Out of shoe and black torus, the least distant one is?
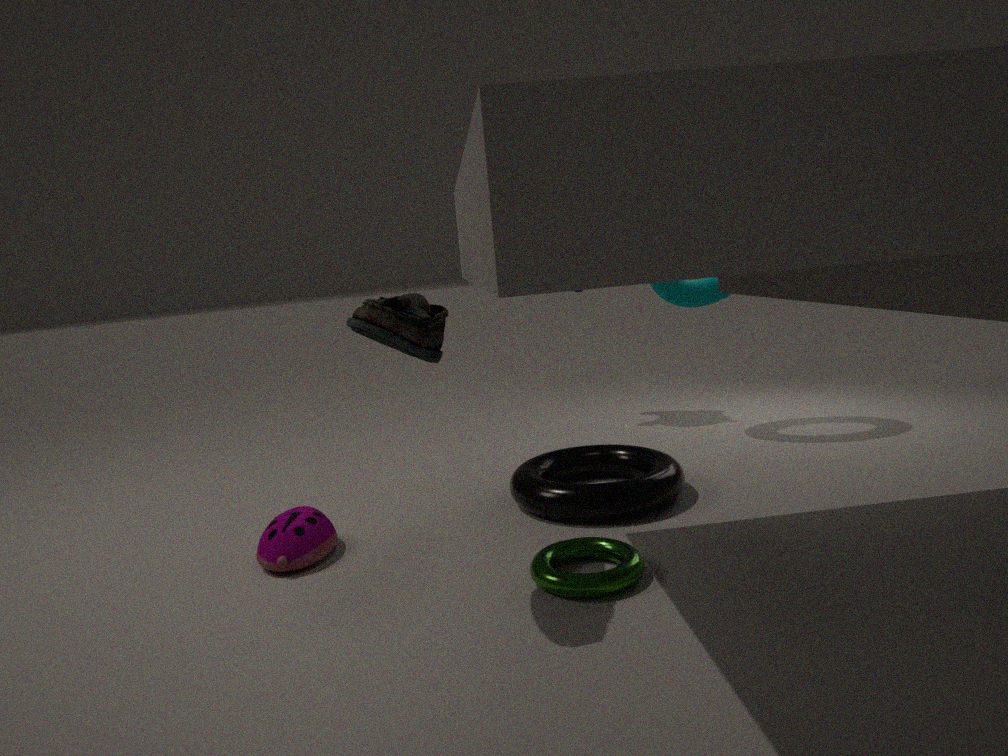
shoe
